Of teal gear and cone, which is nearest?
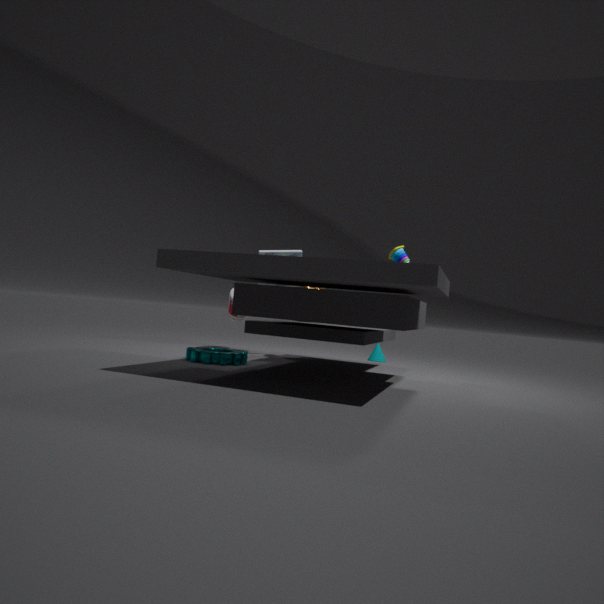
teal gear
